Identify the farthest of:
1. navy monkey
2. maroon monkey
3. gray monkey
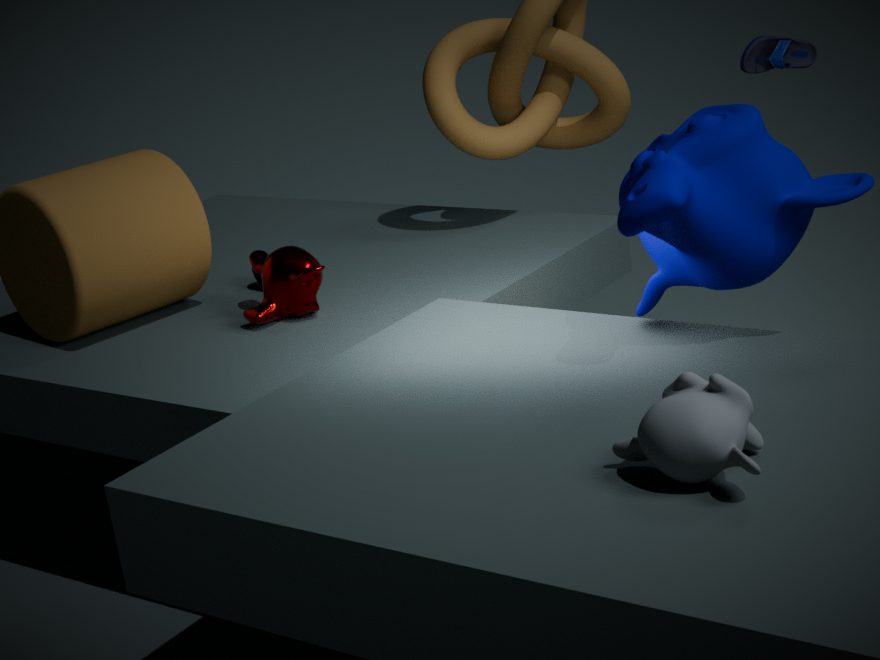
maroon monkey
